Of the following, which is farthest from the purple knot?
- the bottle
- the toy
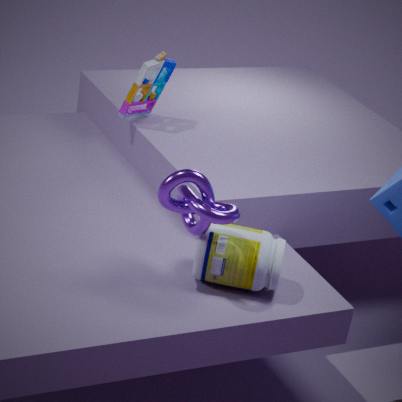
the toy
